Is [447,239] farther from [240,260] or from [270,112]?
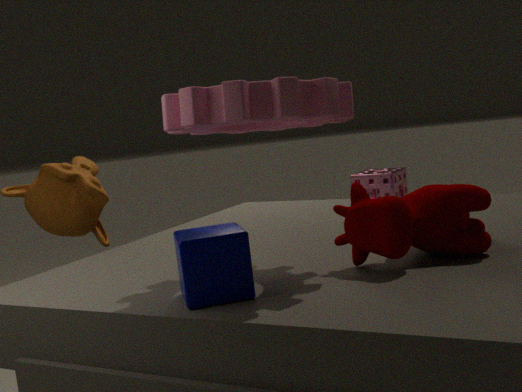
[240,260]
